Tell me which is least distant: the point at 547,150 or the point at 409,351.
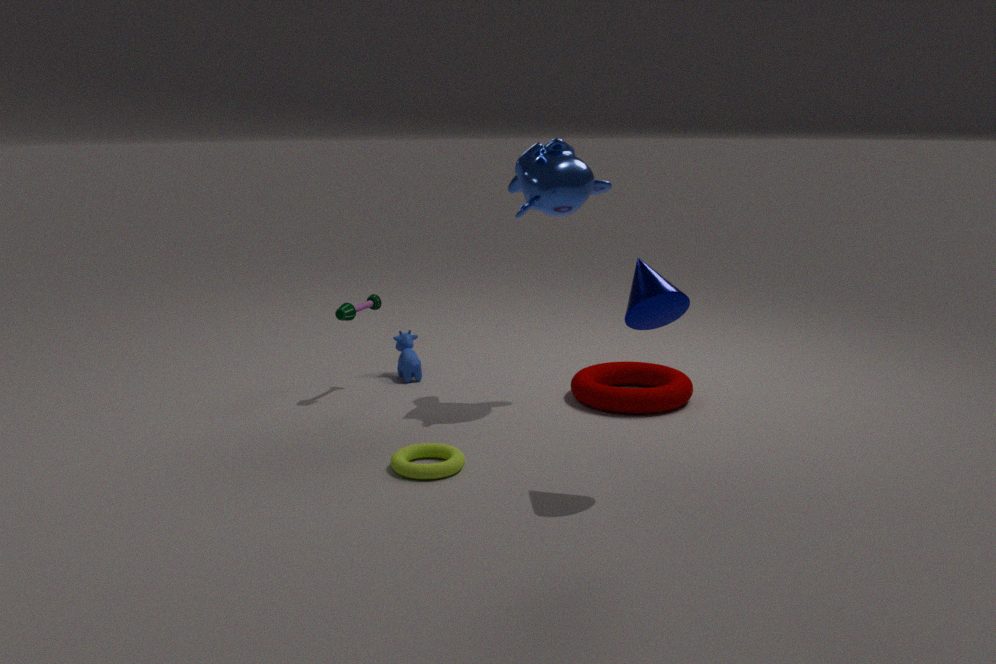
the point at 547,150
